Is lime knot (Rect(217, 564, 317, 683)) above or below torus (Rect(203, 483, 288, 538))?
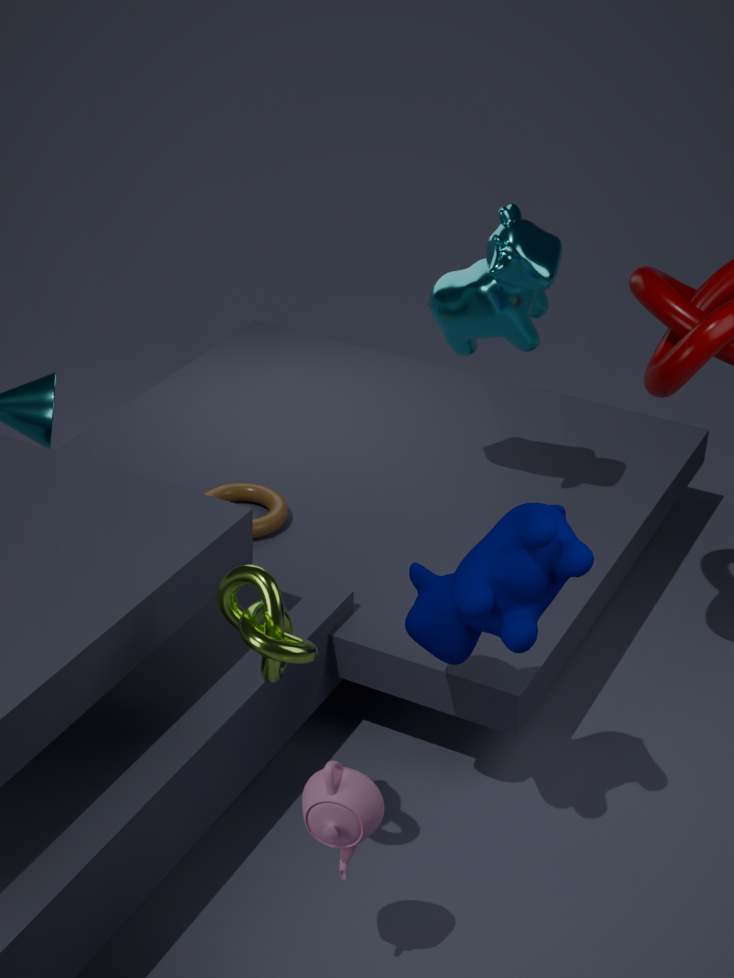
above
